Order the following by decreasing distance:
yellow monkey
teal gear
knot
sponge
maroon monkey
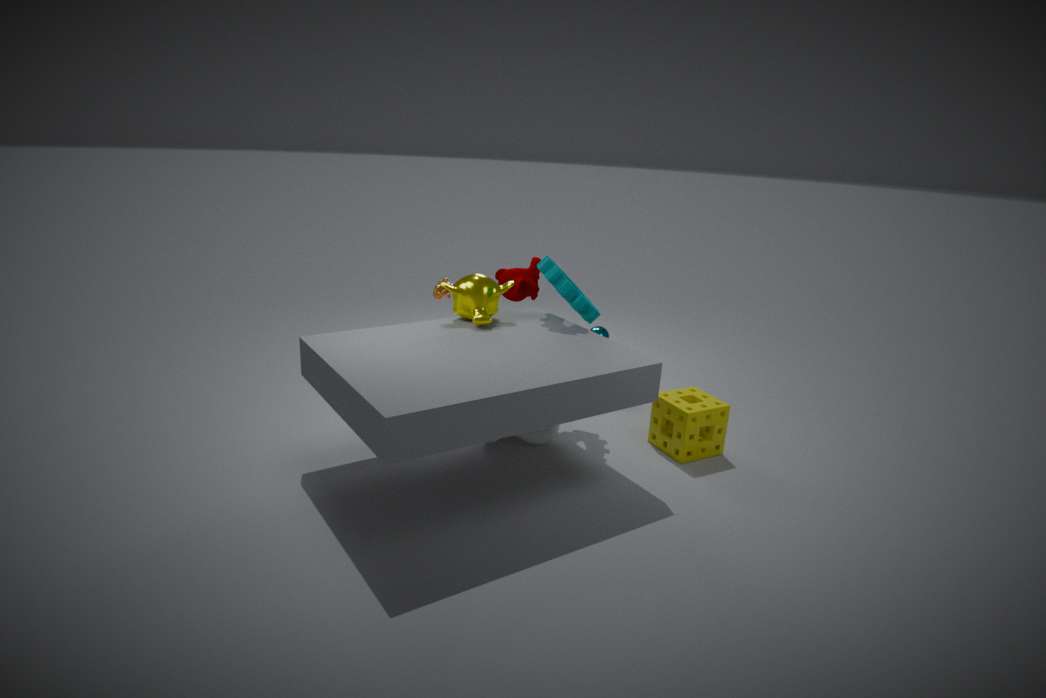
1. maroon monkey
2. knot
3. teal gear
4. yellow monkey
5. sponge
